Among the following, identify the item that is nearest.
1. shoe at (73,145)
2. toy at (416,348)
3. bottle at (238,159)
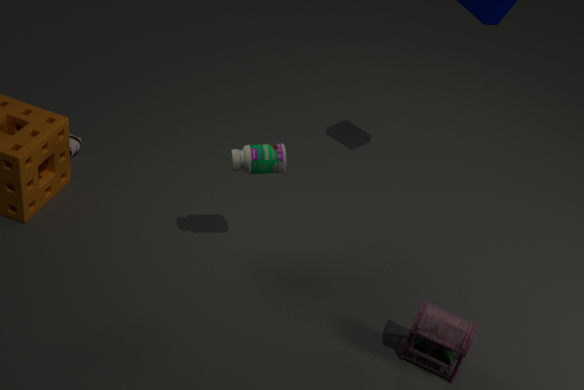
toy at (416,348)
